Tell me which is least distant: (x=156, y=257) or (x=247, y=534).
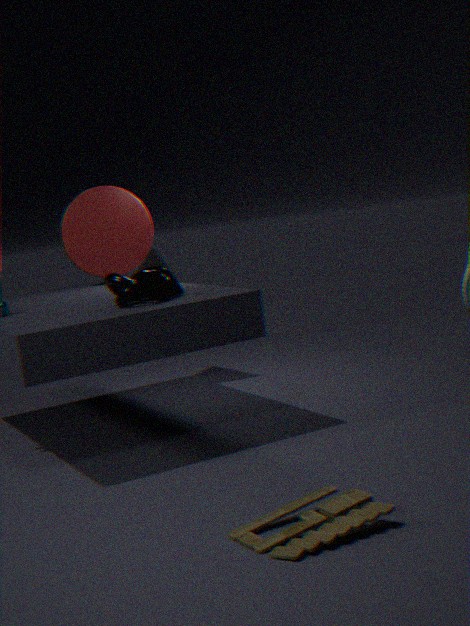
(x=247, y=534)
